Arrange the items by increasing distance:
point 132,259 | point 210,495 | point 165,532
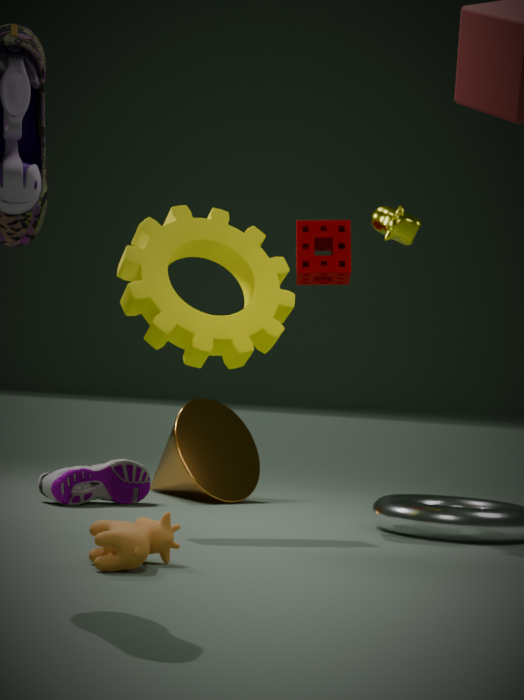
point 165,532 < point 132,259 < point 210,495
